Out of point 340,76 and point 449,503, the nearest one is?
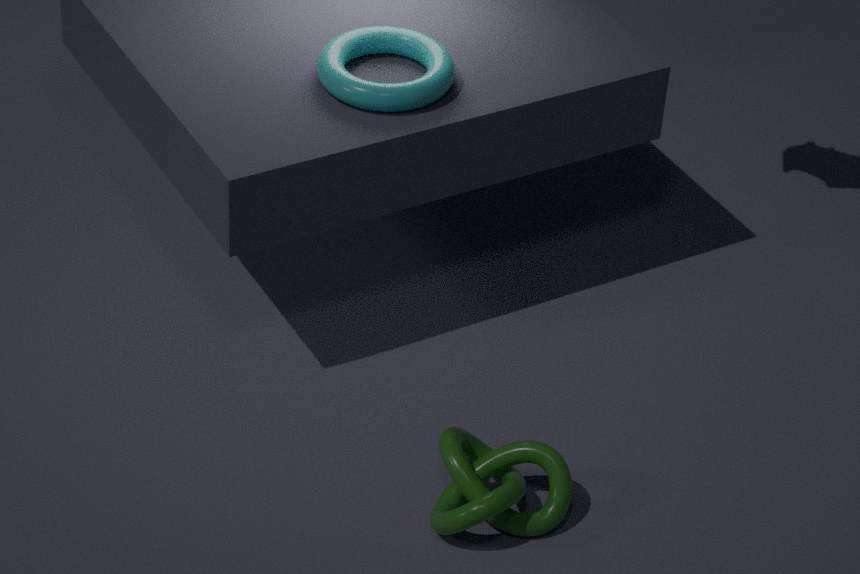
point 449,503
